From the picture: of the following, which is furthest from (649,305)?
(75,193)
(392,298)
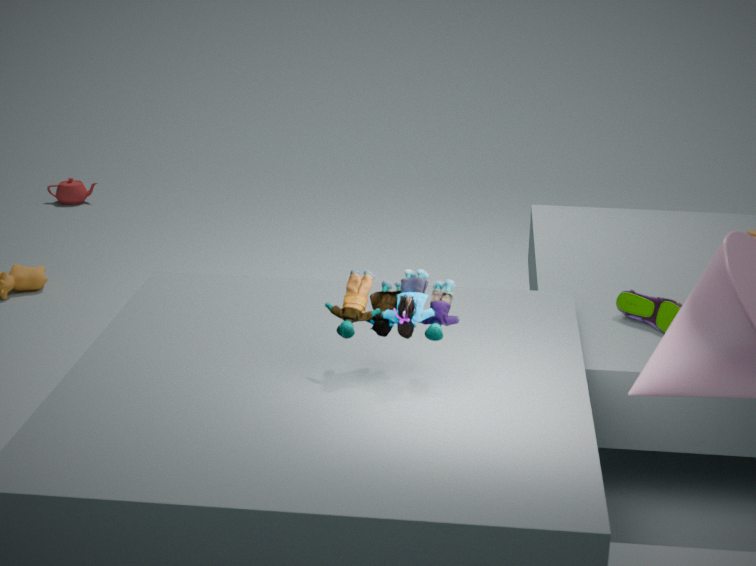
(75,193)
